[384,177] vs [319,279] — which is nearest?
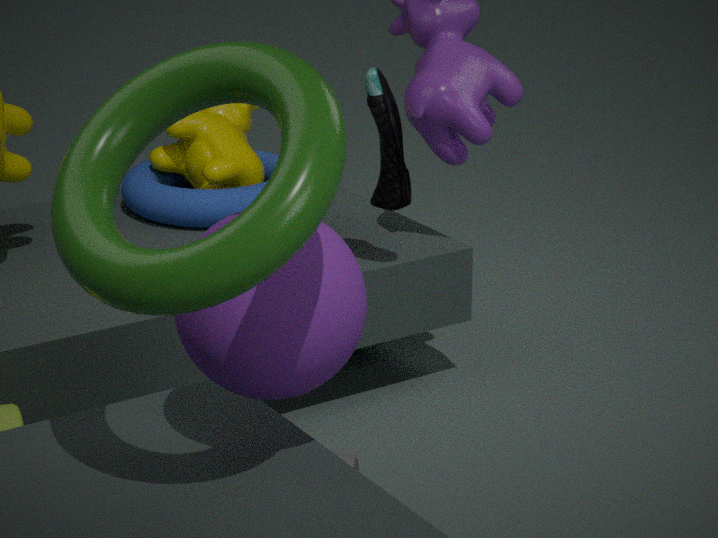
[319,279]
